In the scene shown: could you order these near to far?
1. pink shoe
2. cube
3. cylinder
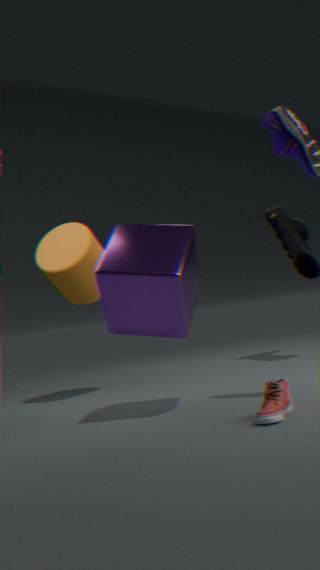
pink shoe < cube < cylinder
